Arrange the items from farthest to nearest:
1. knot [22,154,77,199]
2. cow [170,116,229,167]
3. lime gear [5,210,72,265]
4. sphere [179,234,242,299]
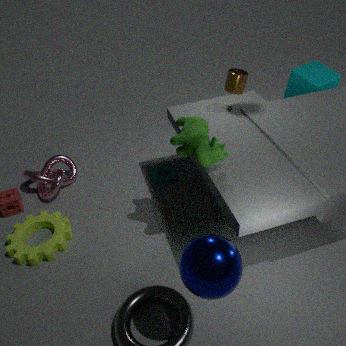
knot [22,154,77,199], lime gear [5,210,72,265], cow [170,116,229,167], sphere [179,234,242,299]
